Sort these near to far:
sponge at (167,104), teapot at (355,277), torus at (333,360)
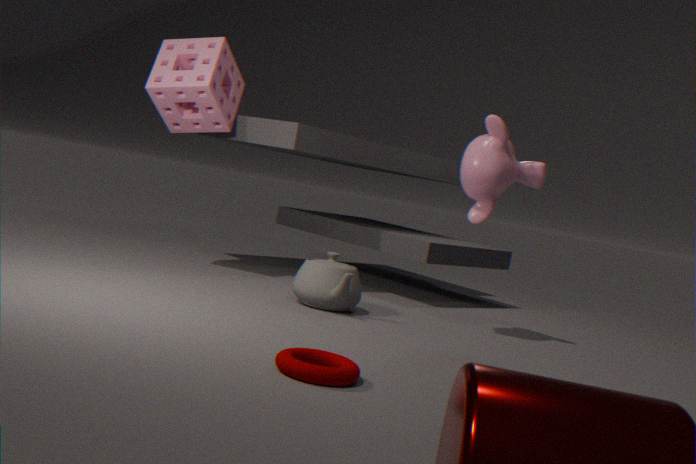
torus at (333,360) → teapot at (355,277) → sponge at (167,104)
